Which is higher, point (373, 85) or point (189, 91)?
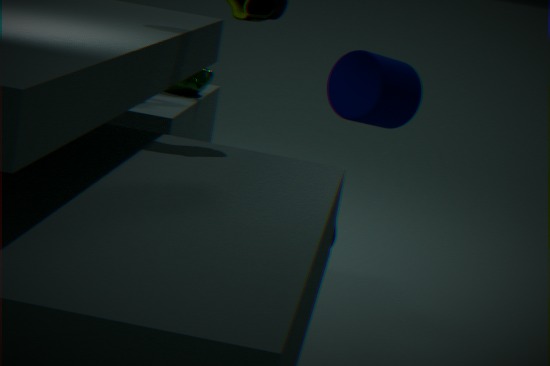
point (373, 85)
